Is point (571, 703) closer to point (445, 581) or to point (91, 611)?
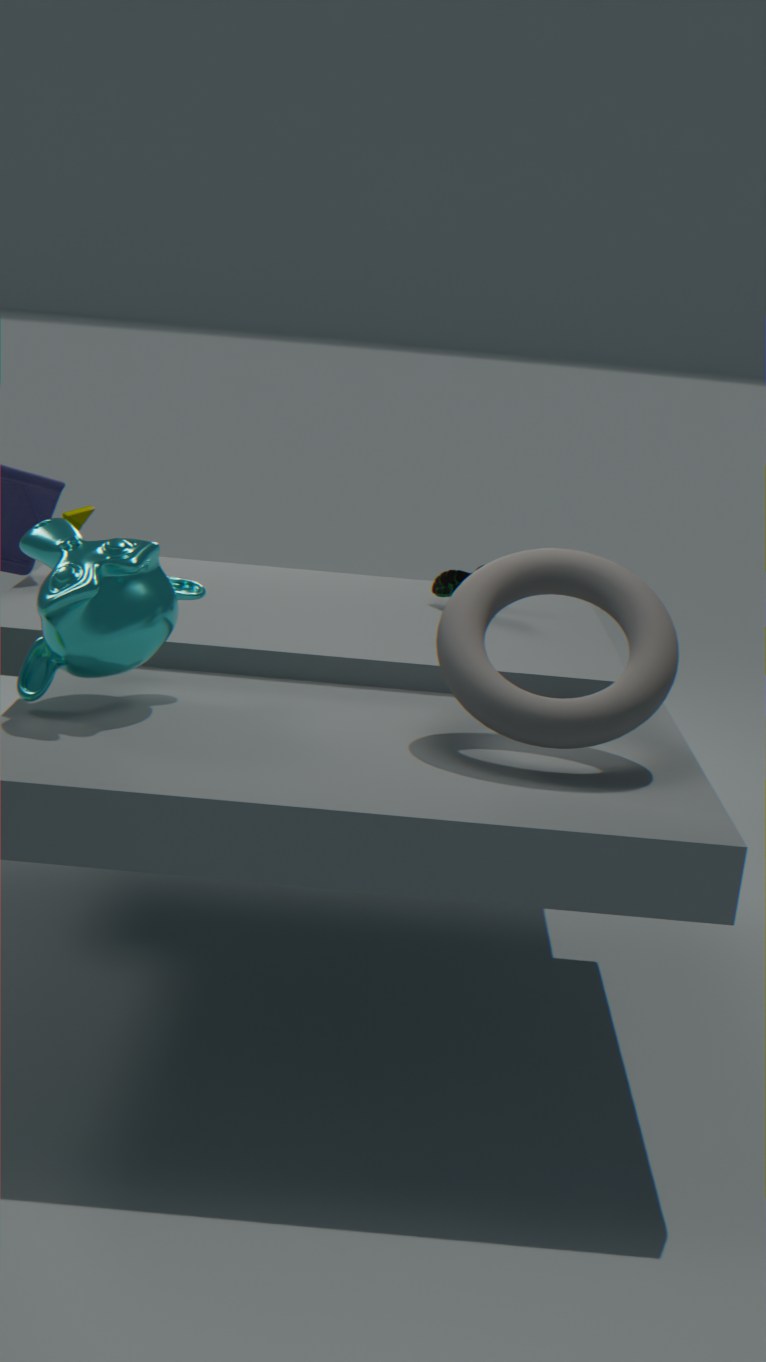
point (91, 611)
